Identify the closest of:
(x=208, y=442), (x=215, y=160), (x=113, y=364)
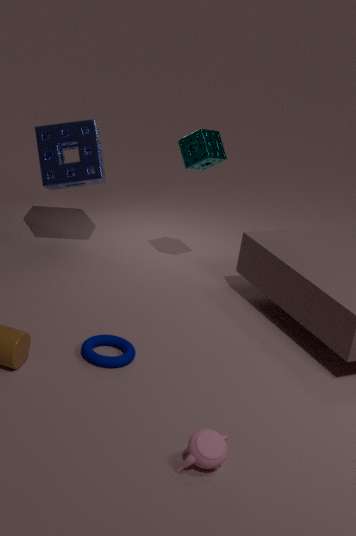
(x=208, y=442)
